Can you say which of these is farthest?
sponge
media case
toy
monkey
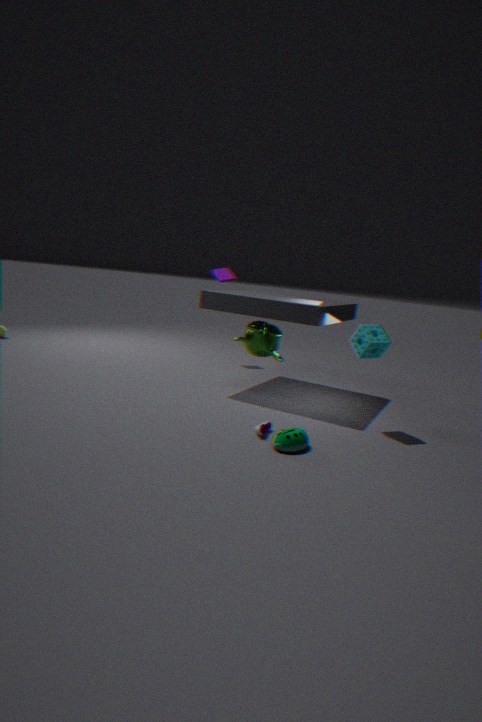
media case
